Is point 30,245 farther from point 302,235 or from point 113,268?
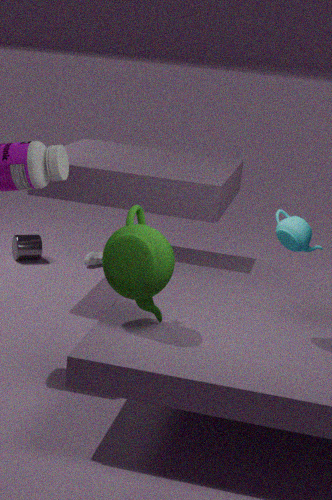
point 302,235
